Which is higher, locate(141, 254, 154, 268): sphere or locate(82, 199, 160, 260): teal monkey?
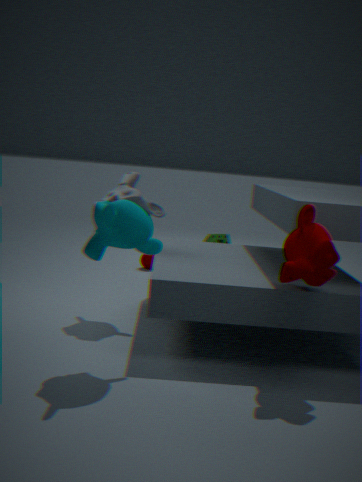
locate(82, 199, 160, 260): teal monkey
